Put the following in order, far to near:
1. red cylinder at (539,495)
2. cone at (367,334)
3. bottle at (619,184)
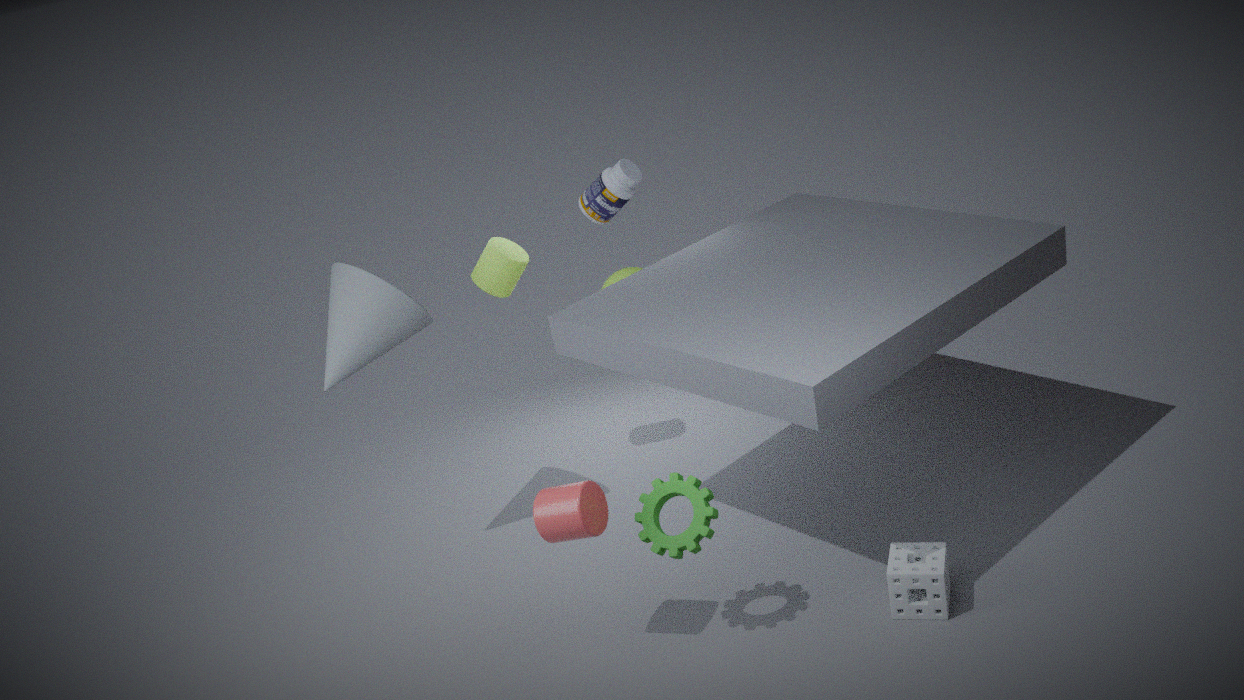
bottle at (619,184) → cone at (367,334) → red cylinder at (539,495)
